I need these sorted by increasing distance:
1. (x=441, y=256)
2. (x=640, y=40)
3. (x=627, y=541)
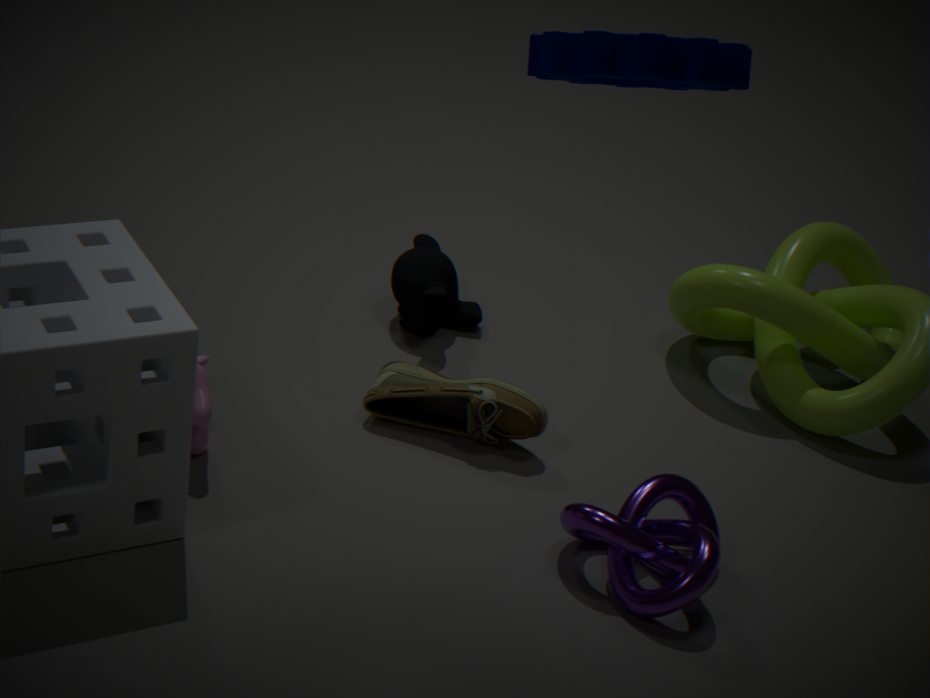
(x=640, y=40) < (x=627, y=541) < (x=441, y=256)
